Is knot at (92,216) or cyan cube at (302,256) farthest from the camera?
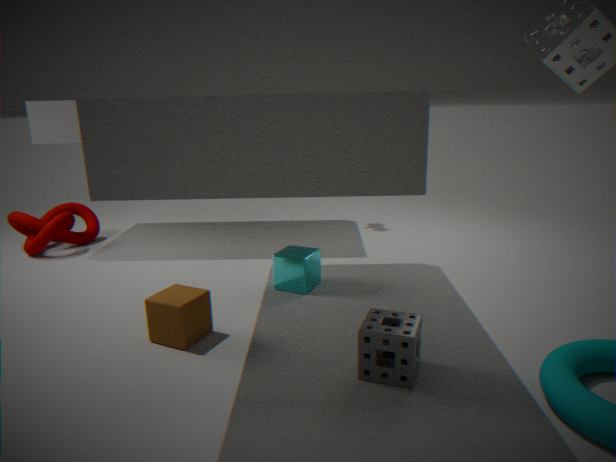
knot at (92,216)
